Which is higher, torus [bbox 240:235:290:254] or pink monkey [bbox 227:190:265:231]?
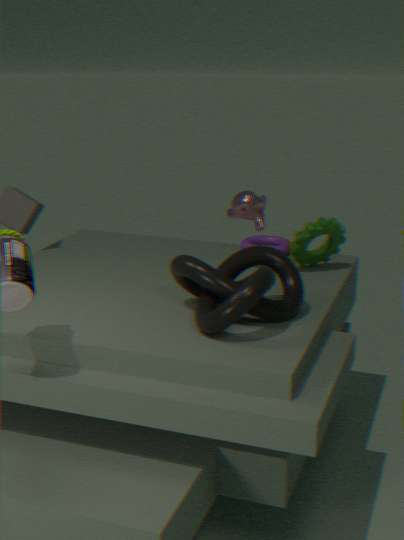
pink monkey [bbox 227:190:265:231]
